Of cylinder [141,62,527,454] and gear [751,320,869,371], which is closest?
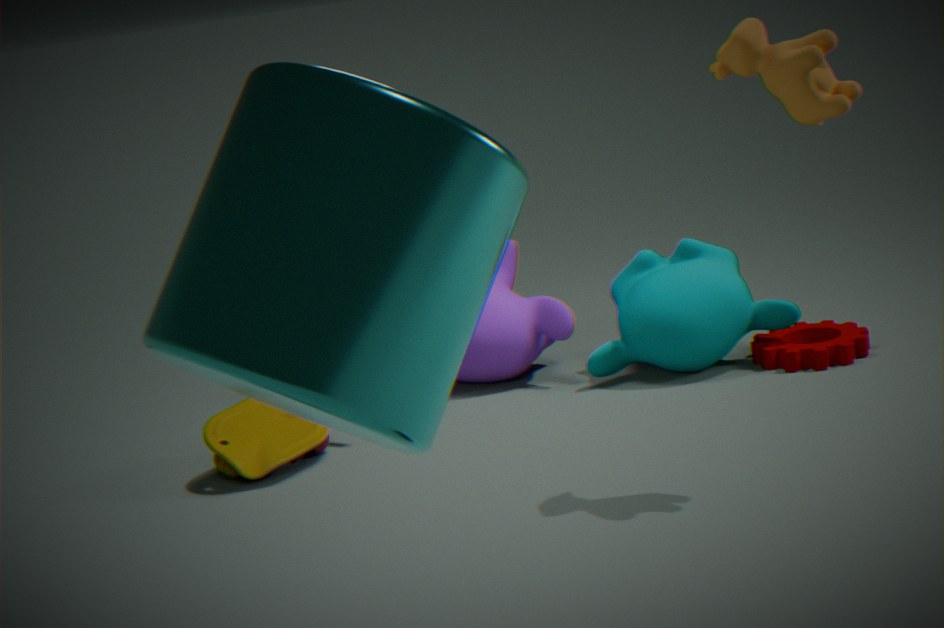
cylinder [141,62,527,454]
